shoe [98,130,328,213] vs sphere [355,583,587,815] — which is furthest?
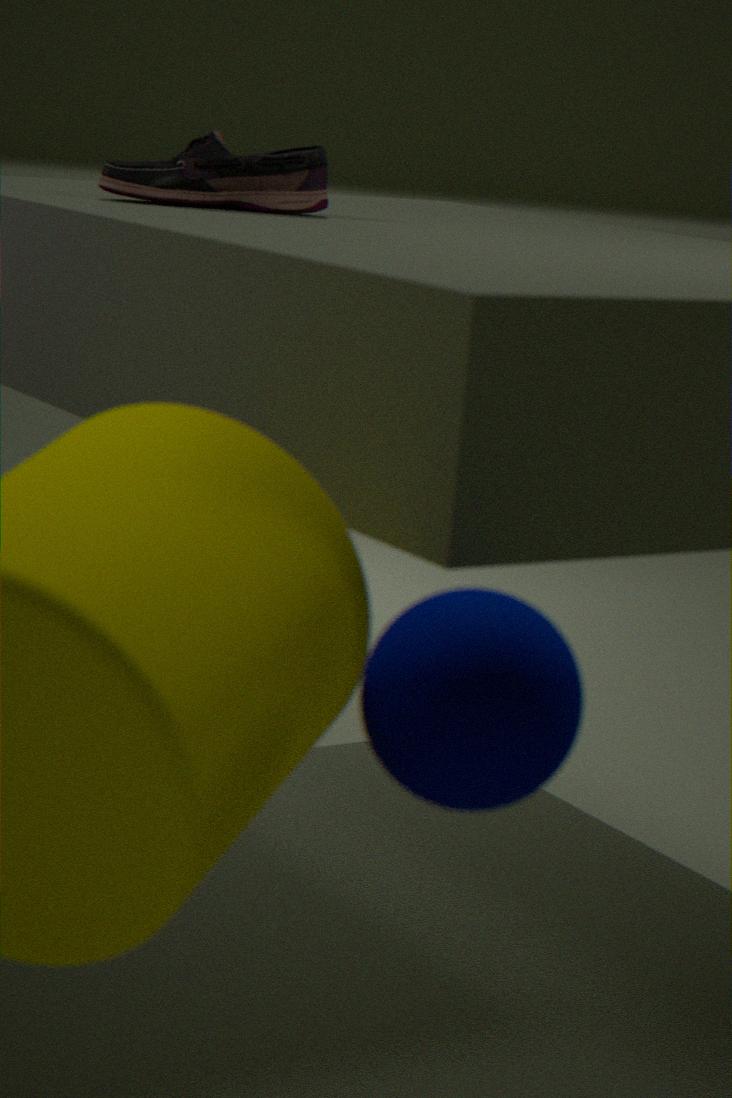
shoe [98,130,328,213]
